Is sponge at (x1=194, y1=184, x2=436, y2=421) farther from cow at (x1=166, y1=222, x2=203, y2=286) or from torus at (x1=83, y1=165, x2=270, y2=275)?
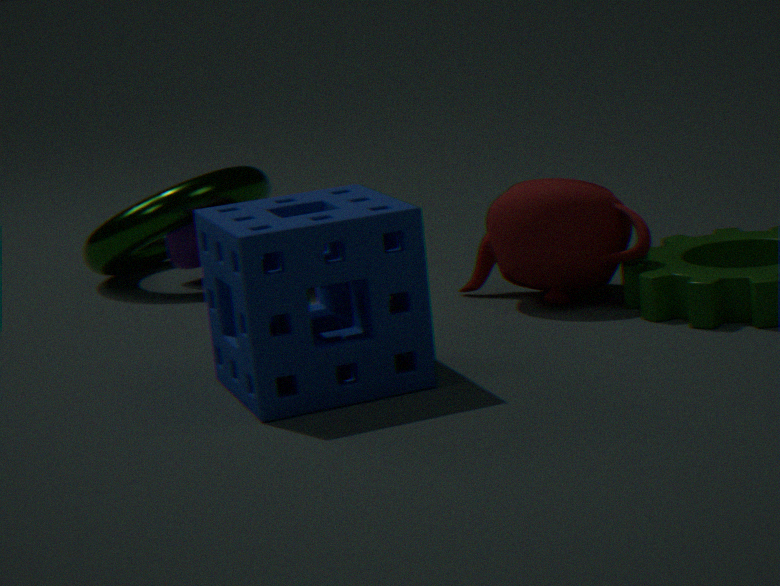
torus at (x1=83, y1=165, x2=270, y2=275)
